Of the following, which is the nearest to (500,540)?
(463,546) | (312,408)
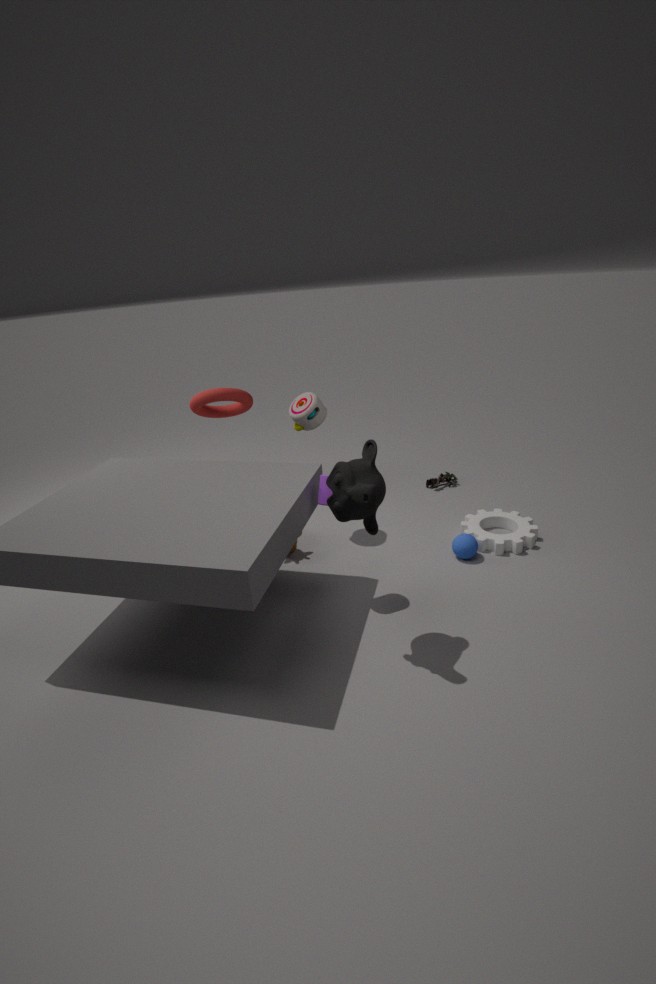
(463,546)
